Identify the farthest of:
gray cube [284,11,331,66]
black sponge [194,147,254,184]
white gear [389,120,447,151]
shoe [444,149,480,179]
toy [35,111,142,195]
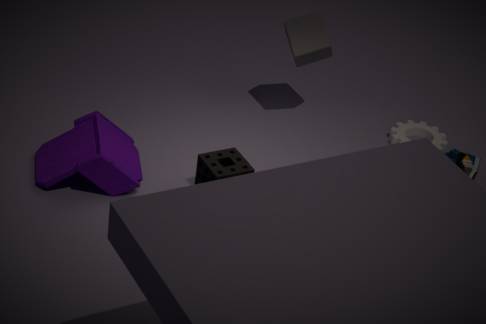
white gear [389,120,447,151]
